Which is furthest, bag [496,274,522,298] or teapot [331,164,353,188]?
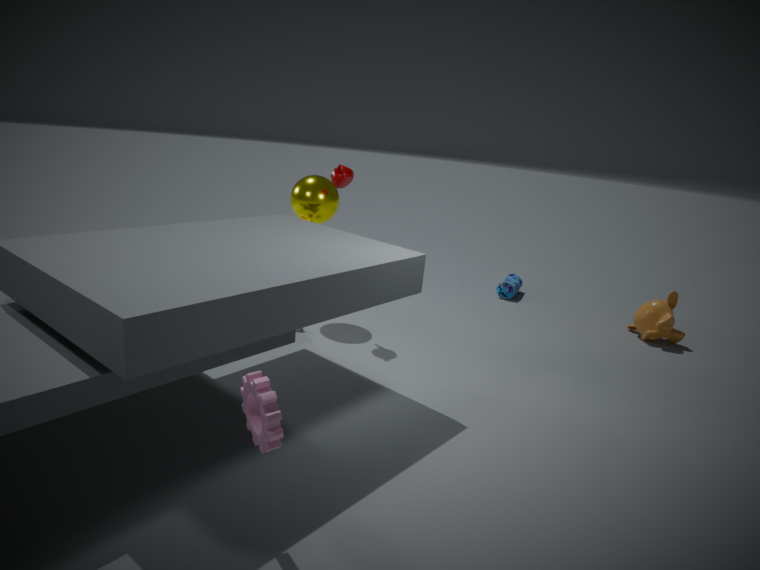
bag [496,274,522,298]
